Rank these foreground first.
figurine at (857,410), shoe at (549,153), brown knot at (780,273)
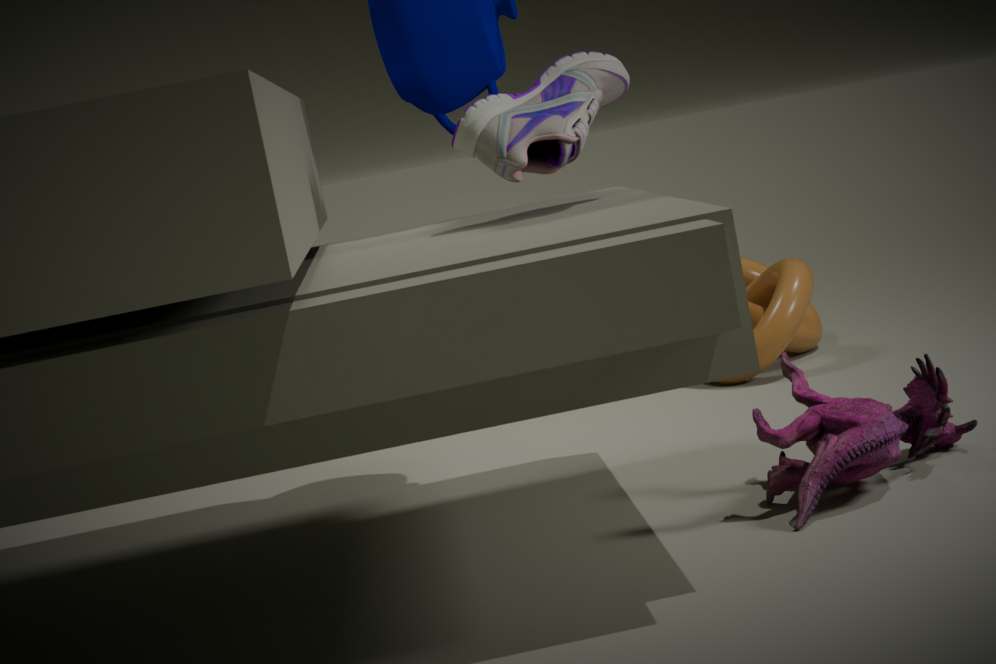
1. figurine at (857,410)
2. shoe at (549,153)
3. brown knot at (780,273)
